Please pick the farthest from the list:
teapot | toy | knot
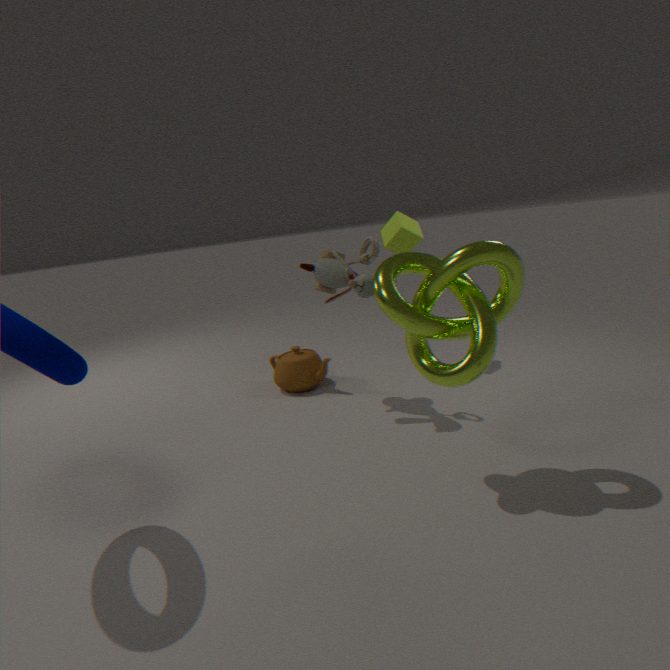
teapot
